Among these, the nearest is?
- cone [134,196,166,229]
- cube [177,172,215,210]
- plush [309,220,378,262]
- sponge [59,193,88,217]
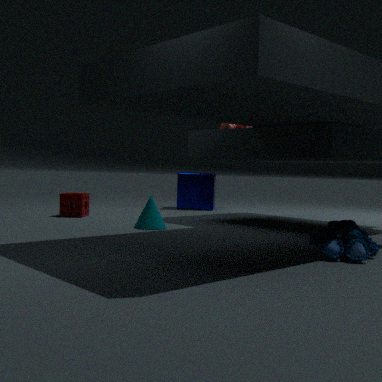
plush [309,220,378,262]
